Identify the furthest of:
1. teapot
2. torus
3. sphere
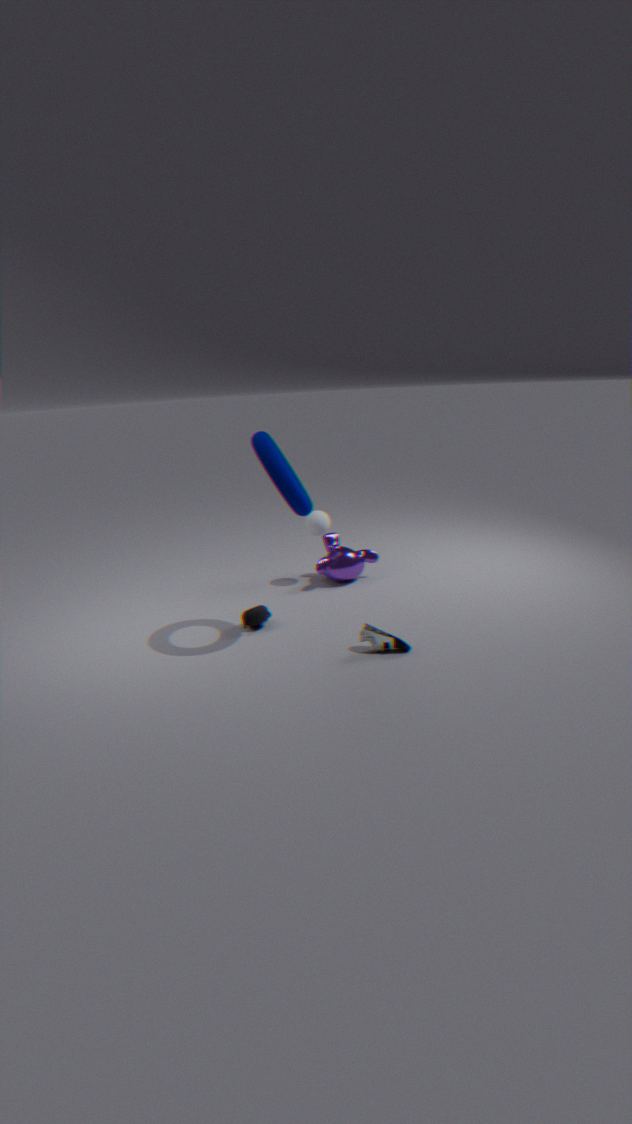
sphere
